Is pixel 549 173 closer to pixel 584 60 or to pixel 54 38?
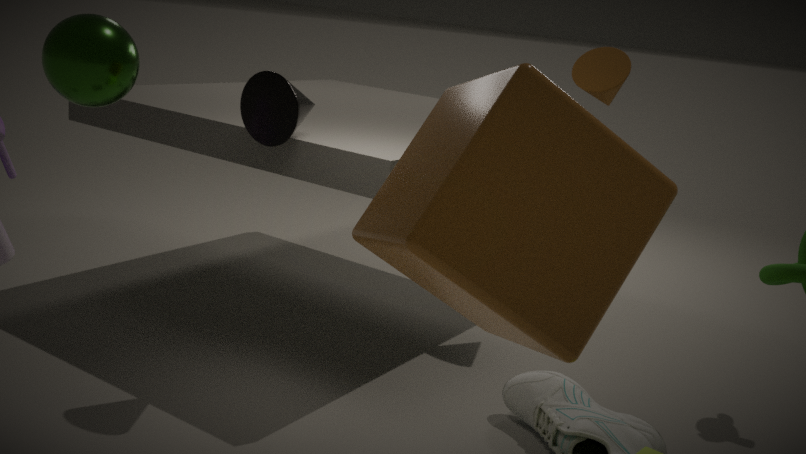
pixel 54 38
